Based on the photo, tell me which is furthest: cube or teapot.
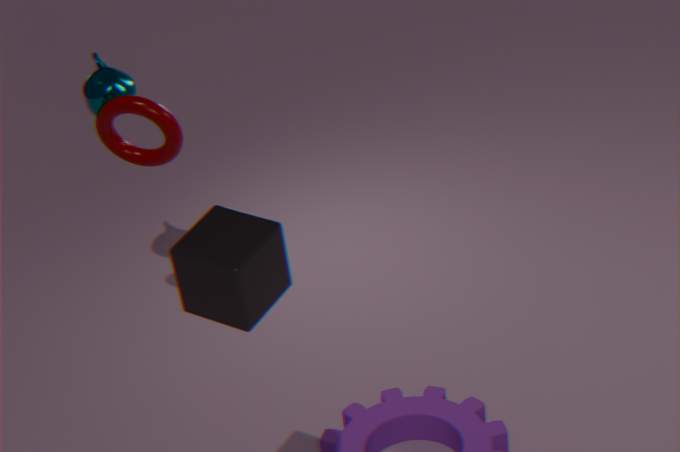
teapot
